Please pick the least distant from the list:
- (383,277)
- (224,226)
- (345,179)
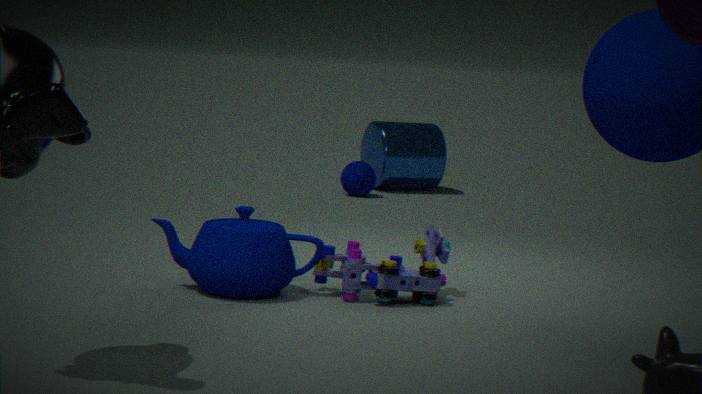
(383,277)
